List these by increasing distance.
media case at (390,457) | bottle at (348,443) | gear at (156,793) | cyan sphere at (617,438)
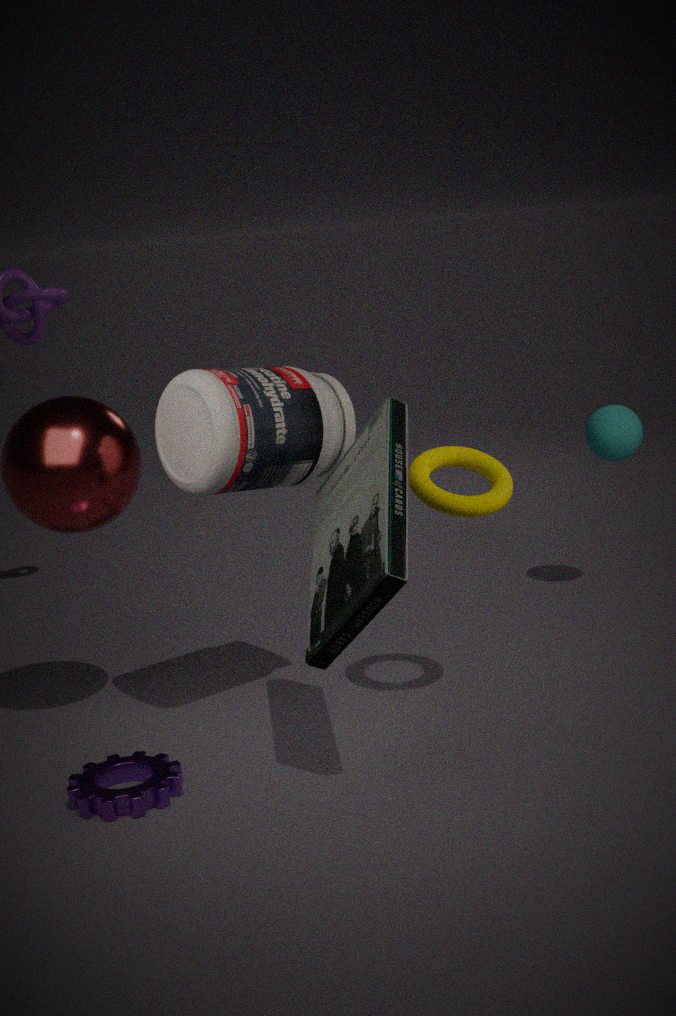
1. media case at (390,457)
2. gear at (156,793)
3. bottle at (348,443)
4. cyan sphere at (617,438)
